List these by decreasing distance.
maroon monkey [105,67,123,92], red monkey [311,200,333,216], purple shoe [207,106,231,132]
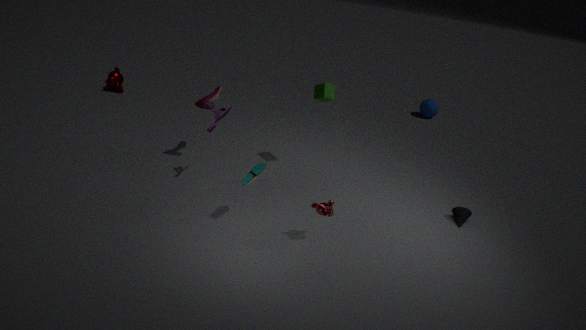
1. maroon monkey [105,67,123,92]
2. purple shoe [207,106,231,132]
3. red monkey [311,200,333,216]
